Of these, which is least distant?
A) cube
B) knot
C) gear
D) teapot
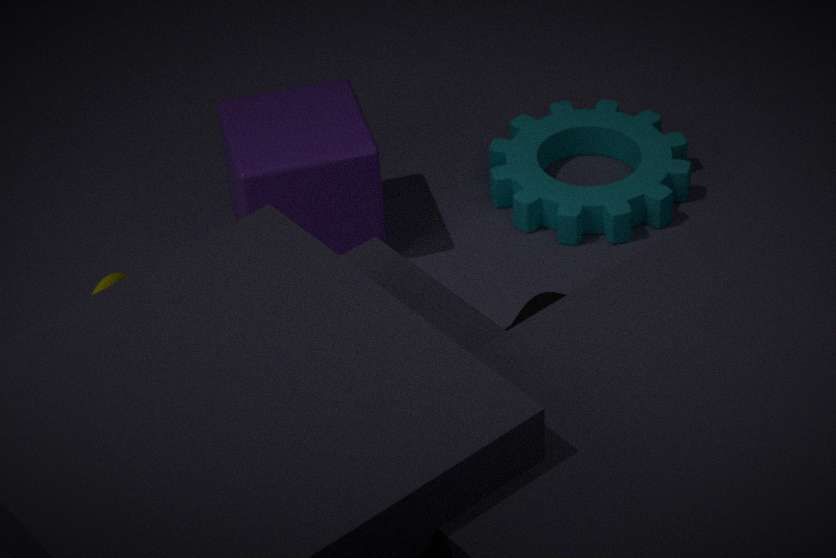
knot
